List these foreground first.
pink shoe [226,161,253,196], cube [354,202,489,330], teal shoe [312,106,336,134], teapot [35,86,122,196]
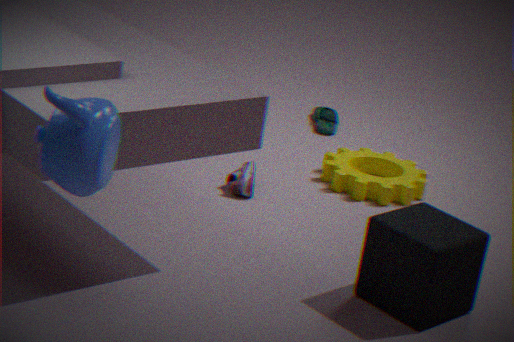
teapot [35,86,122,196]
cube [354,202,489,330]
pink shoe [226,161,253,196]
teal shoe [312,106,336,134]
